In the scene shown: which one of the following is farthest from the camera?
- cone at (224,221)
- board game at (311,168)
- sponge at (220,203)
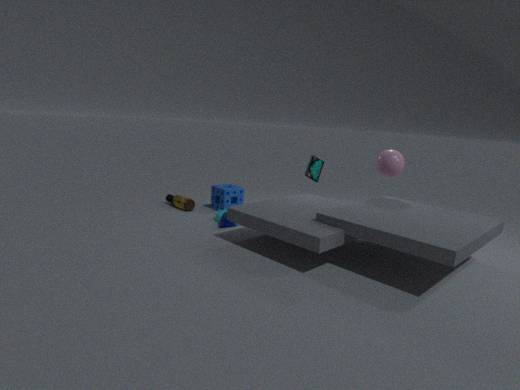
sponge at (220,203)
